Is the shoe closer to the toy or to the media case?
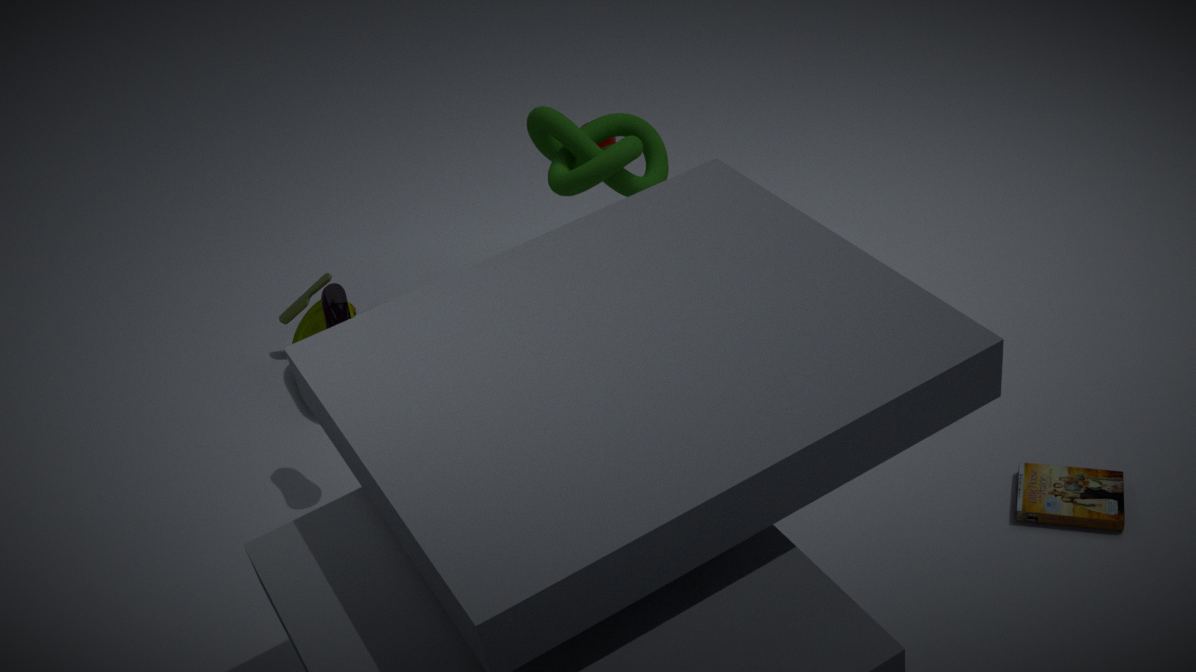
the toy
